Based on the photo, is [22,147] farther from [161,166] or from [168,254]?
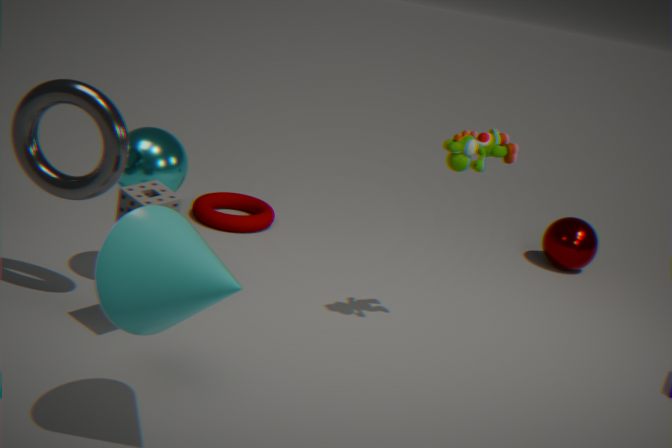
[168,254]
